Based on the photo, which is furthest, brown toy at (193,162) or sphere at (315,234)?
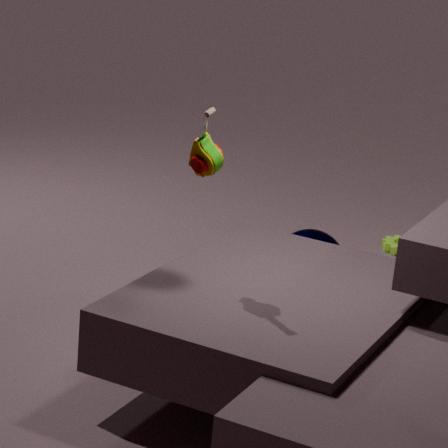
sphere at (315,234)
